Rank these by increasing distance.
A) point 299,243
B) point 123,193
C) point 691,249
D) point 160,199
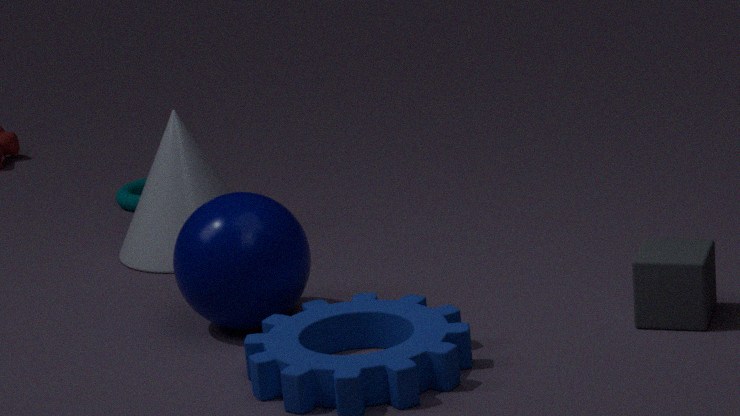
point 691,249 → point 299,243 → point 160,199 → point 123,193
